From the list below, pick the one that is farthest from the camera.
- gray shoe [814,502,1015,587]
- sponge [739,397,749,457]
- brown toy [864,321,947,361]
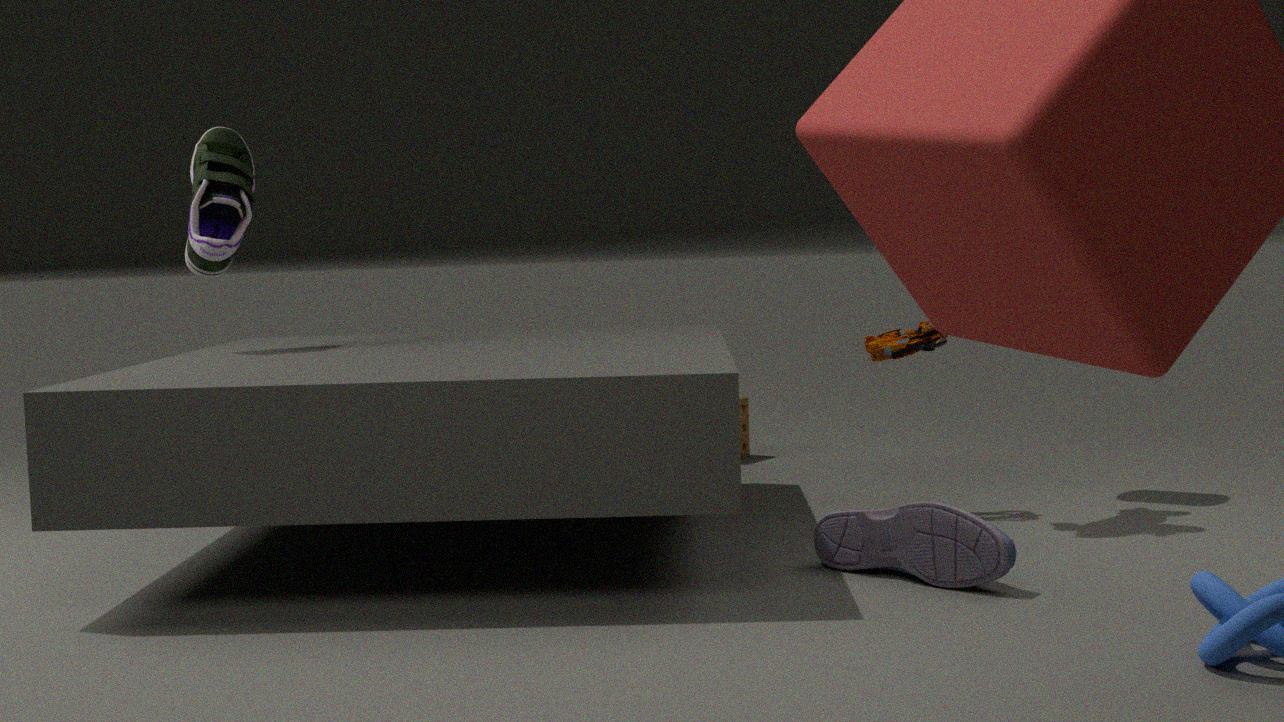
sponge [739,397,749,457]
